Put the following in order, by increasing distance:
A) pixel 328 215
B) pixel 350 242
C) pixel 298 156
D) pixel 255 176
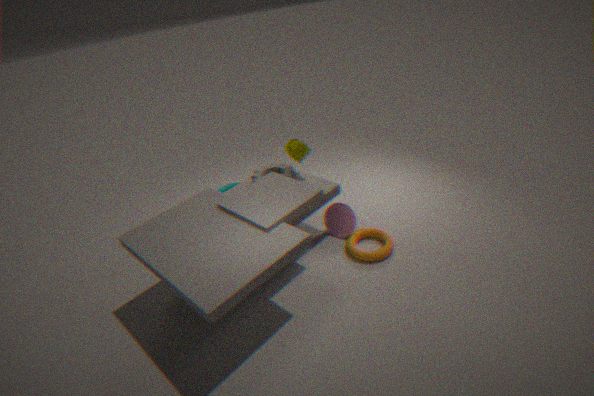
1. pixel 350 242
2. pixel 298 156
3. pixel 328 215
4. pixel 255 176
